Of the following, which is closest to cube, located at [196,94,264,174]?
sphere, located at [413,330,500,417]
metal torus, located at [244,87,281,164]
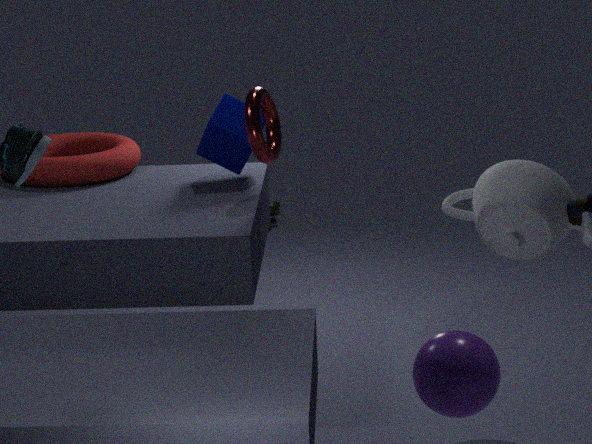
metal torus, located at [244,87,281,164]
